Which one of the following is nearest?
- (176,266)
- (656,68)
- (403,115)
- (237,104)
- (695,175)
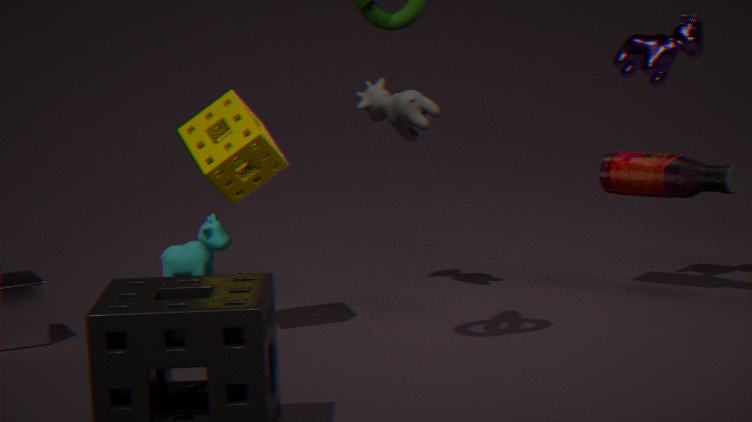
(237,104)
